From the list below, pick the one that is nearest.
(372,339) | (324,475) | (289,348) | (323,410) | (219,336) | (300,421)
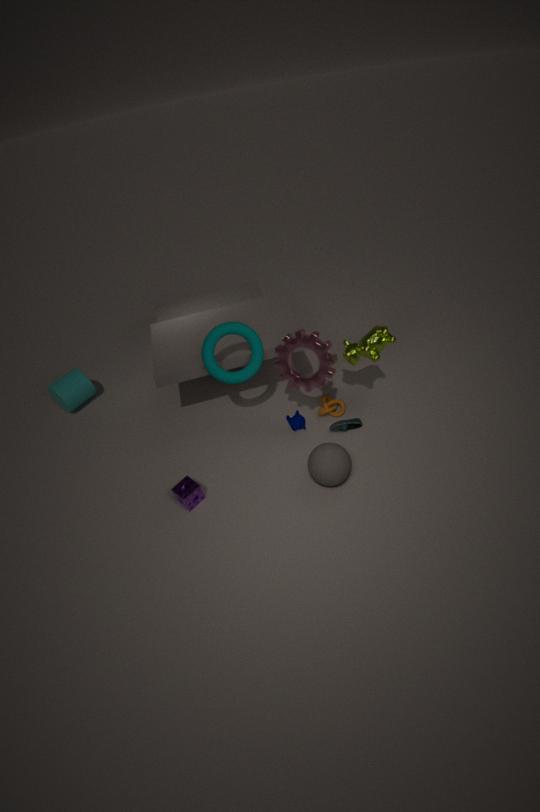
(324,475)
